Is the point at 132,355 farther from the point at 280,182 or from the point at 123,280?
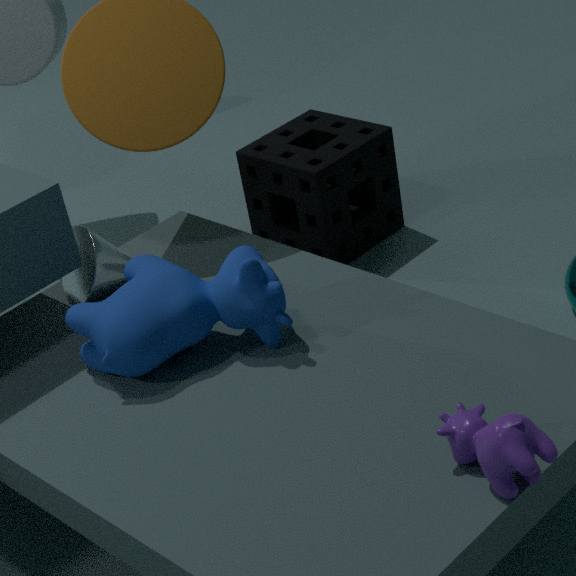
the point at 280,182
